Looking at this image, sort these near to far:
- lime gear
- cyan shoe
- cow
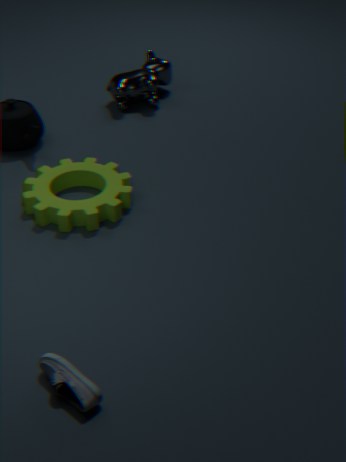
1. cyan shoe
2. lime gear
3. cow
